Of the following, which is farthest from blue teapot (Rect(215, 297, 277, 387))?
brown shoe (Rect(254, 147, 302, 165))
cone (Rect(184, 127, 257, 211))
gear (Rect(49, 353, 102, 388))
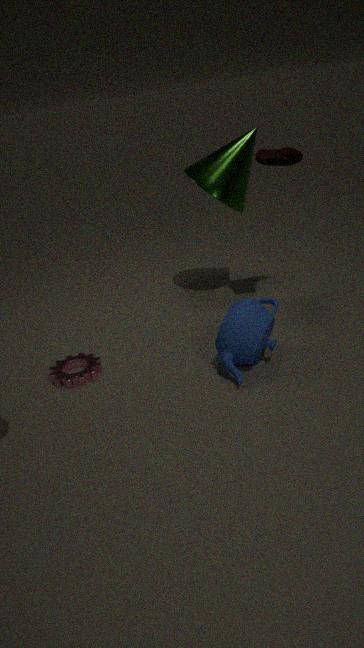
brown shoe (Rect(254, 147, 302, 165))
